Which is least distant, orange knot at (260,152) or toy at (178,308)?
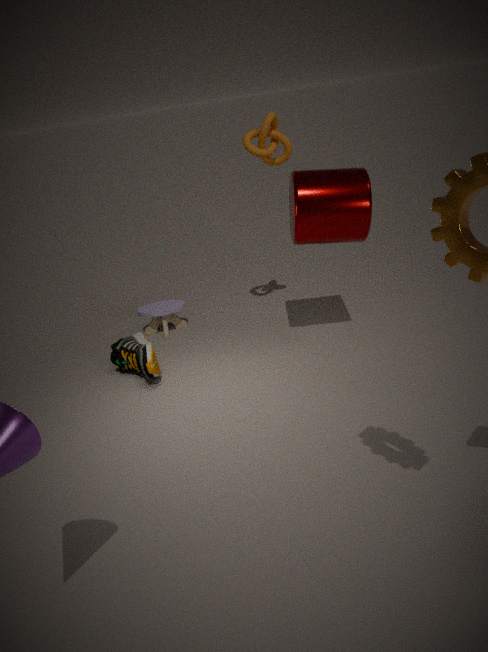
orange knot at (260,152)
